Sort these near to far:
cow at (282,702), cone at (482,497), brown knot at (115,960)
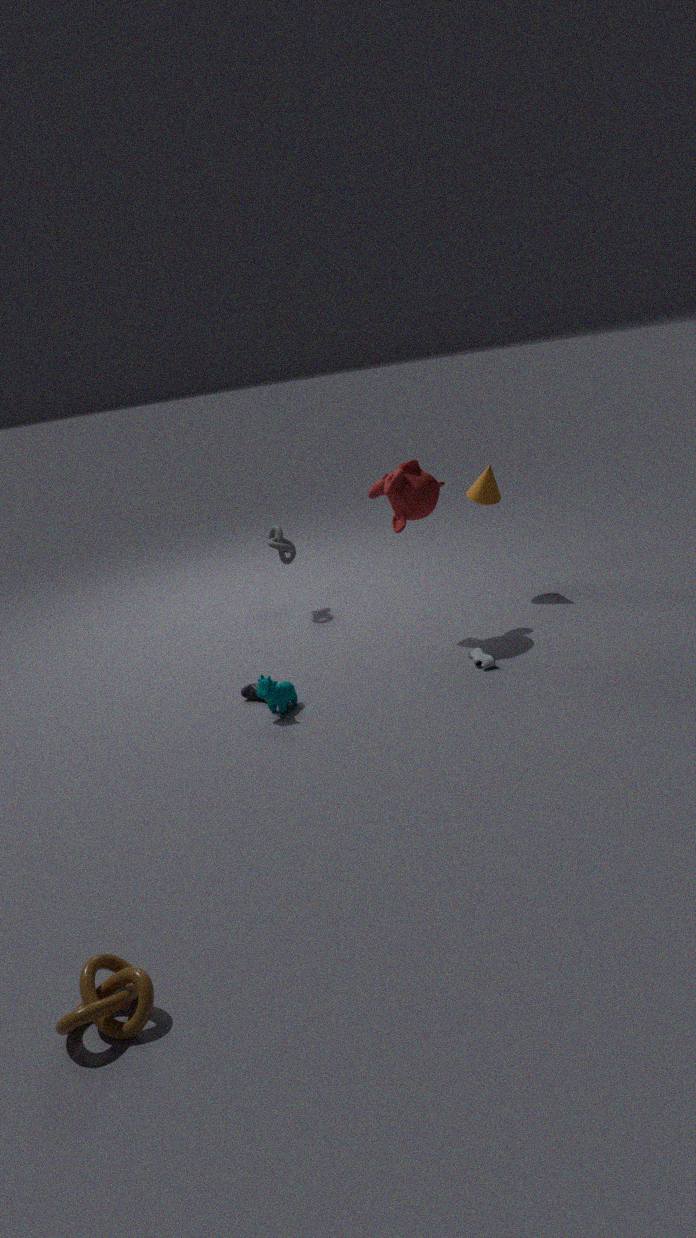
1. brown knot at (115,960)
2. cow at (282,702)
3. cone at (482,497)
